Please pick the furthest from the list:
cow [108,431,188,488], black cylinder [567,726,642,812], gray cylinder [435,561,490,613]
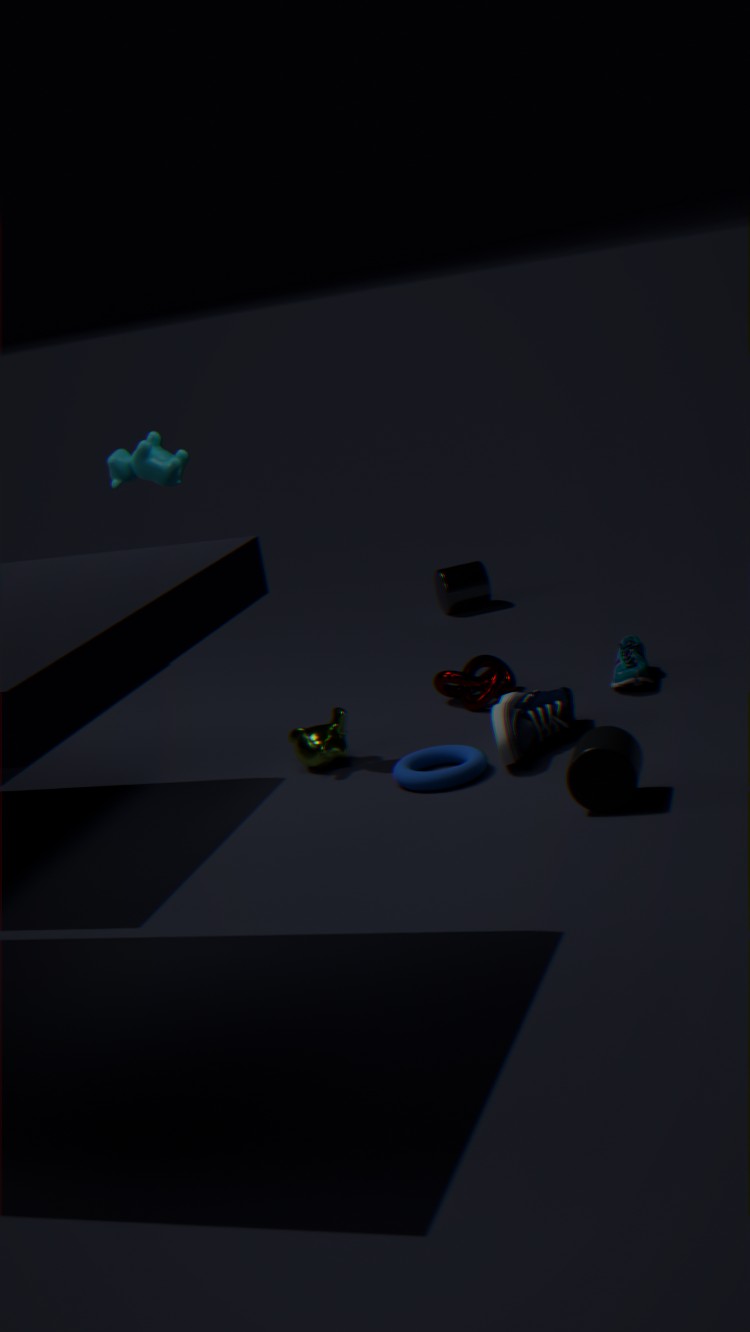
gray cylinder [435,561,490,613]
